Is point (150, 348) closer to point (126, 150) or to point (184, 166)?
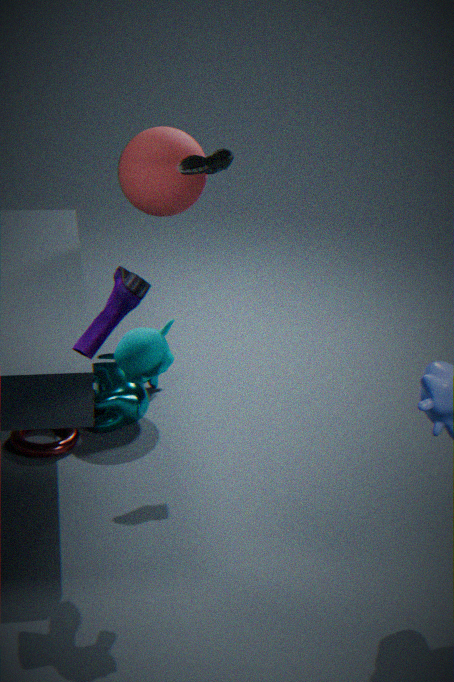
point (184, 166)
